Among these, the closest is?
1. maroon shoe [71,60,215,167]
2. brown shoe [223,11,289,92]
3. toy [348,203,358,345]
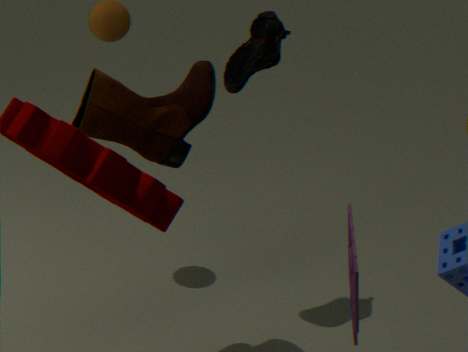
toy [348,203,358,345]
